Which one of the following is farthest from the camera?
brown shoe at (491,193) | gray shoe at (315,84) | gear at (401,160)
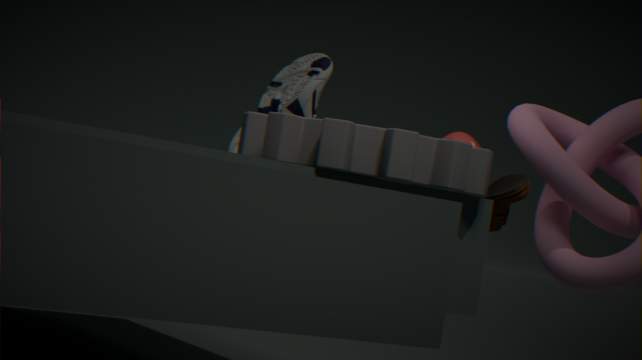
gray shoe at (315,84)
